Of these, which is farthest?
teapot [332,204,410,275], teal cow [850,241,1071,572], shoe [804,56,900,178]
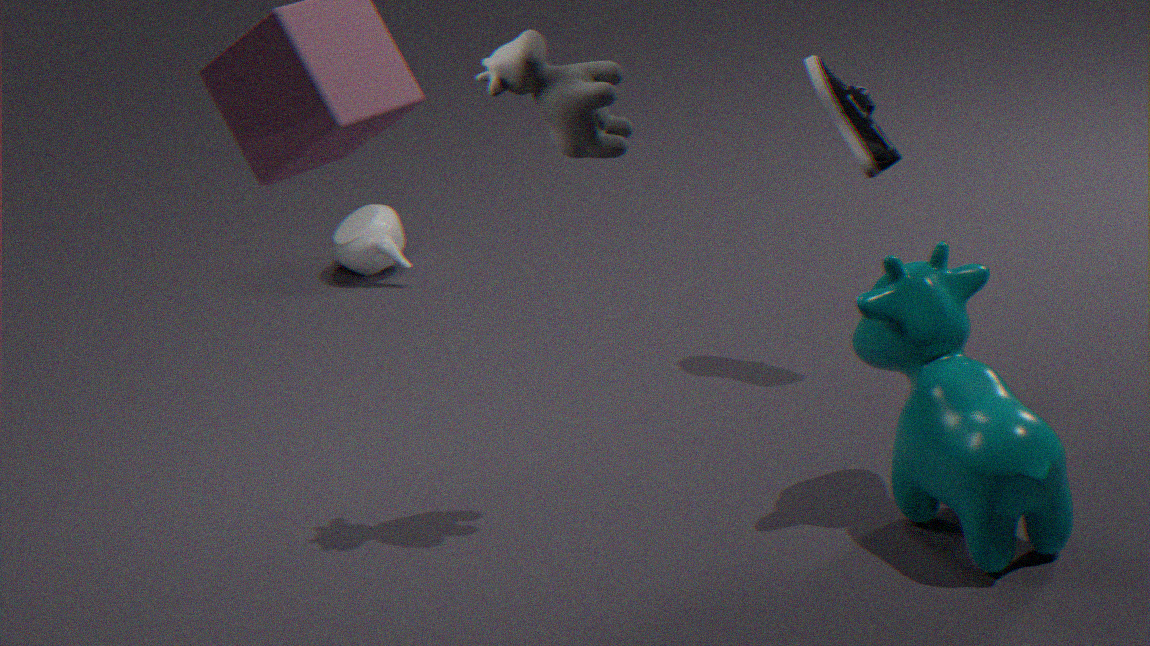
teapot [332,204,410,275]
